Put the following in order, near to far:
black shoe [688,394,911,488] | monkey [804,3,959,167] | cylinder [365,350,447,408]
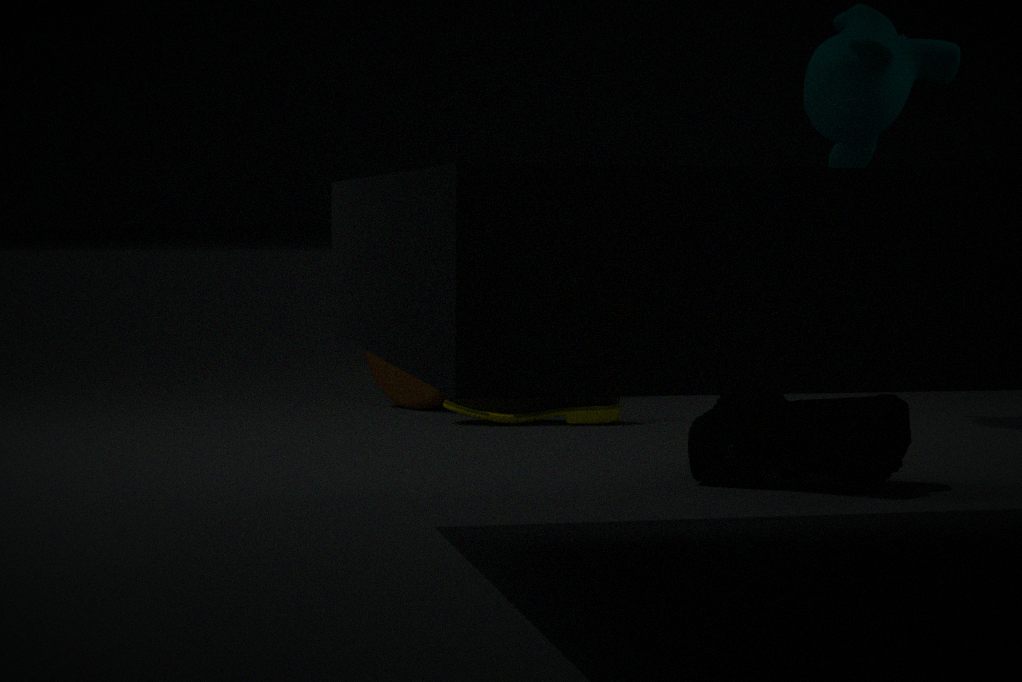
black shoe [688,394,911,488], monkey [804,3,959,167], cylinder [365,350,447,408]
